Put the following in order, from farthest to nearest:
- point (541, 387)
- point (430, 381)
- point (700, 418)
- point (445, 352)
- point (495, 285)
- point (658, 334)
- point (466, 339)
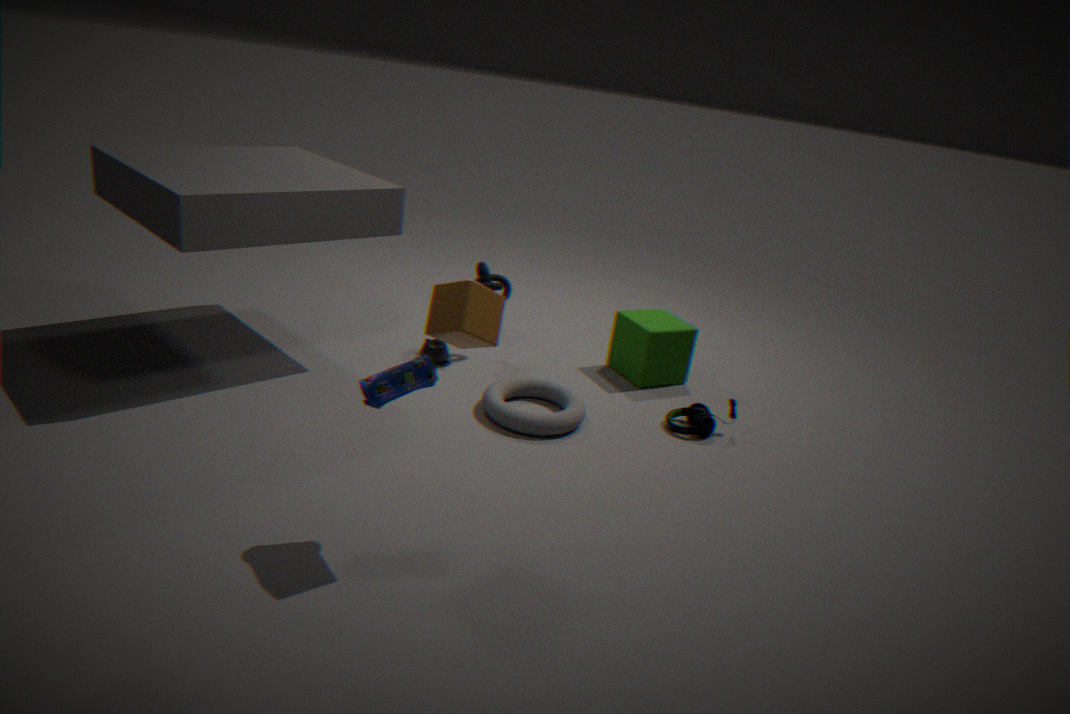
point (658, 334) < point (495, 285) < point (445, 352) < point (541, 387) < point (700, 418) < point (430, 381) < point (466, 339)
